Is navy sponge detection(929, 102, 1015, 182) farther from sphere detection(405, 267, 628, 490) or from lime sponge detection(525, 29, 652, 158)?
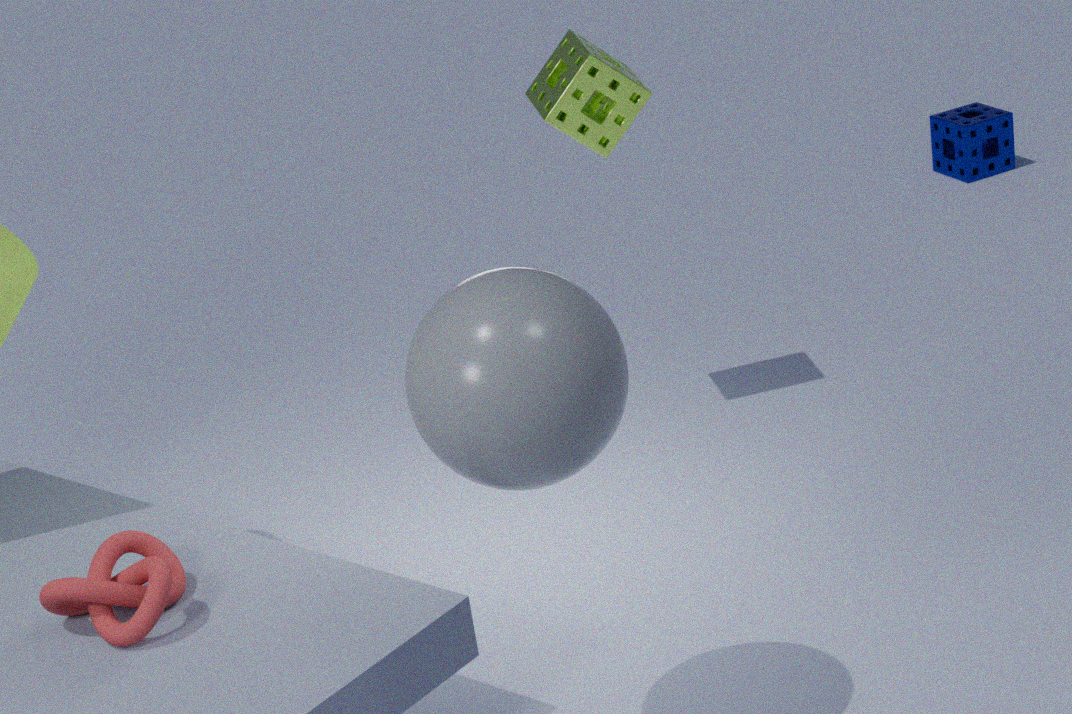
sphere detection(405, 267, 628, 490)
